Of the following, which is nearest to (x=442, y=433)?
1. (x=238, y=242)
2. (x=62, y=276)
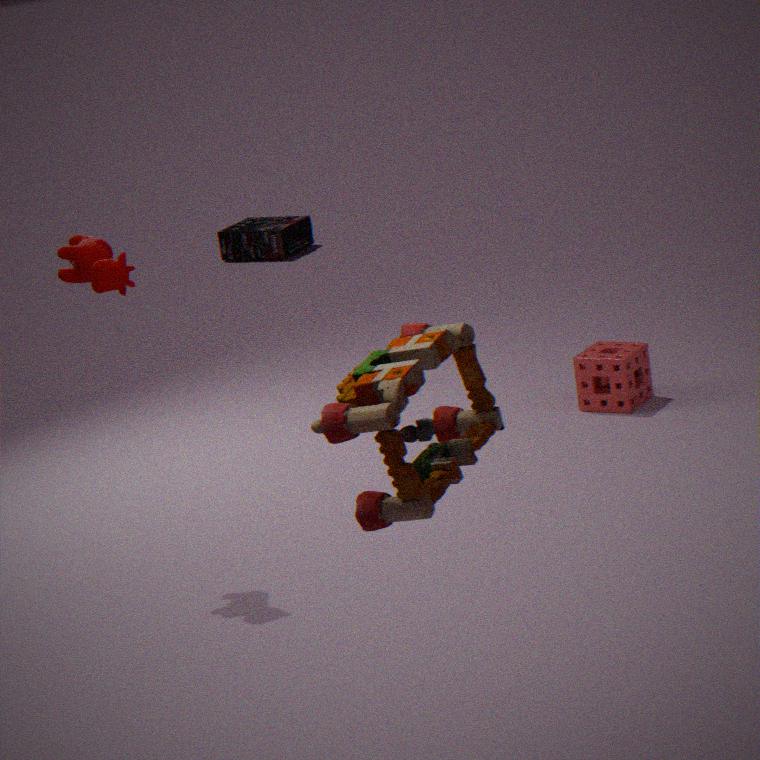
(x=62, y=276)
